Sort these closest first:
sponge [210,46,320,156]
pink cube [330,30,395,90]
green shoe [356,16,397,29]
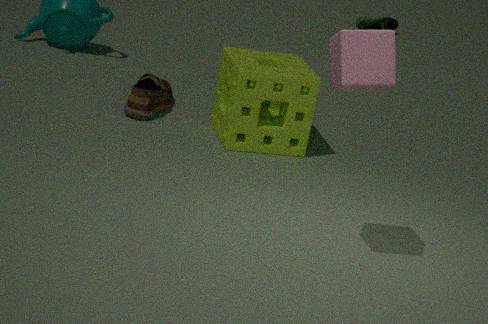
1. pink cube [330,30,395,90]
2. sponge [210,46,320,156]
3. green shoe [356,16,397,29]
